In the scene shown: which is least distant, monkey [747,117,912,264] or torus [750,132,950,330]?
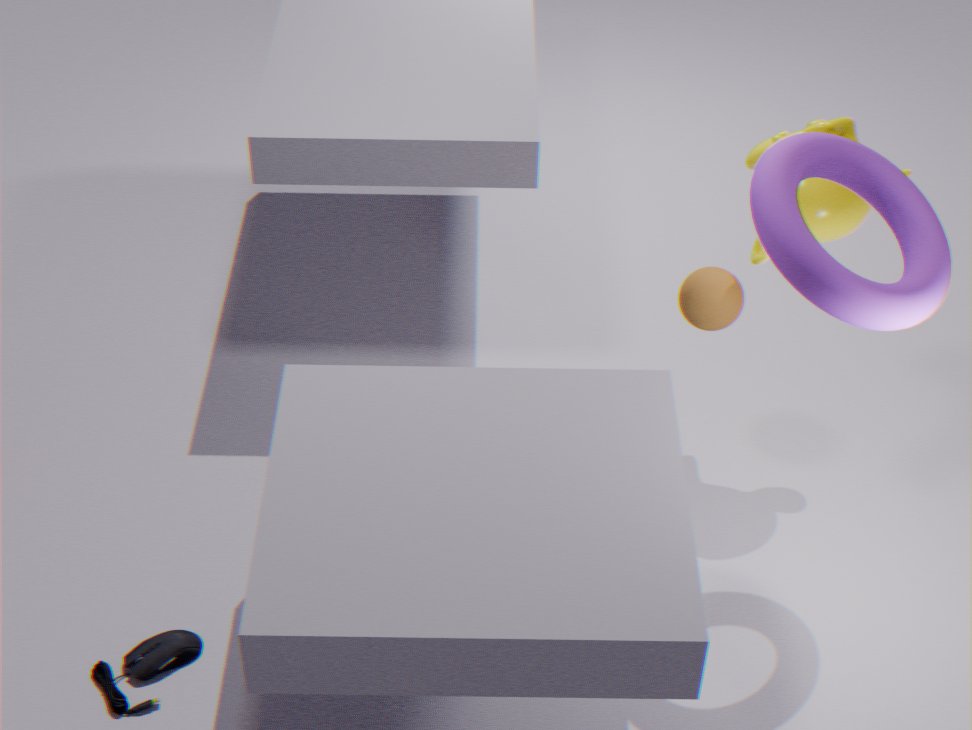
torus [750,132,950,330]
